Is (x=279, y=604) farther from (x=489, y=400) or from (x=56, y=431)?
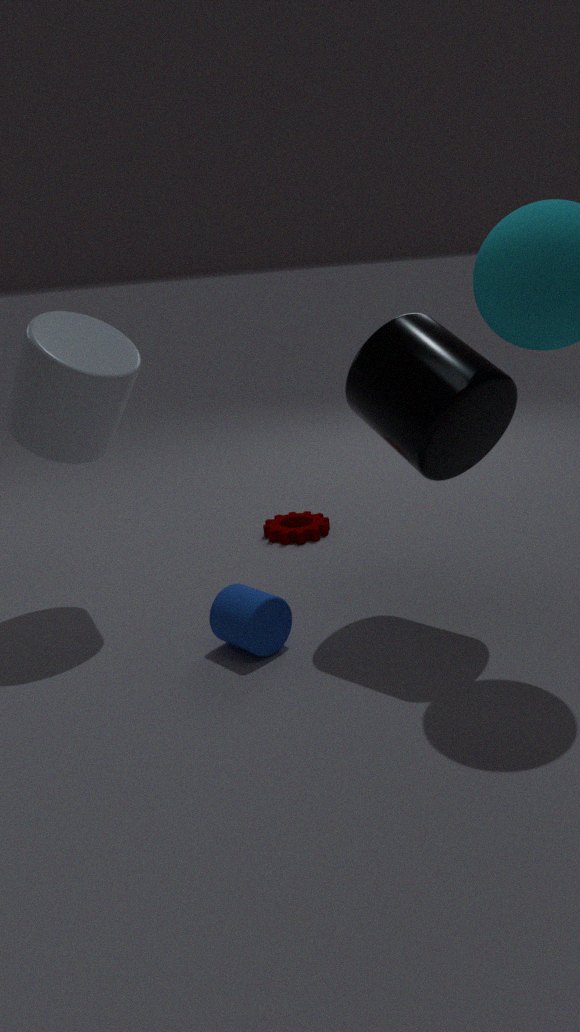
(x=56, y=431)
